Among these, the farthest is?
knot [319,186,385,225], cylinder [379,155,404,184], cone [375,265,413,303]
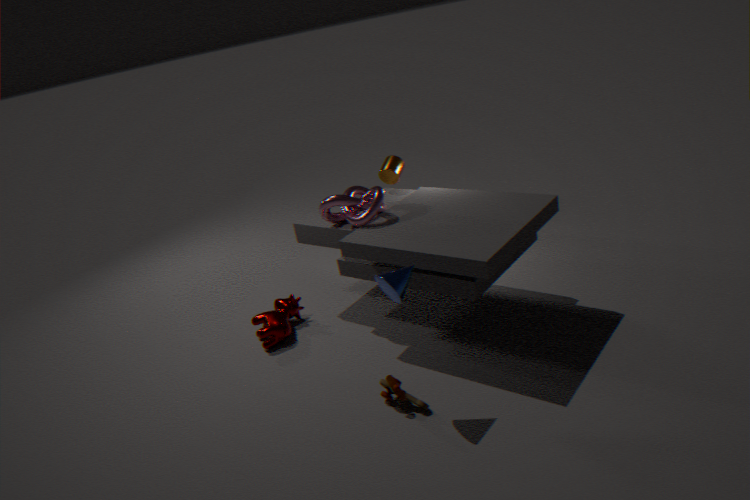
cylinder [379,155,404,184]
